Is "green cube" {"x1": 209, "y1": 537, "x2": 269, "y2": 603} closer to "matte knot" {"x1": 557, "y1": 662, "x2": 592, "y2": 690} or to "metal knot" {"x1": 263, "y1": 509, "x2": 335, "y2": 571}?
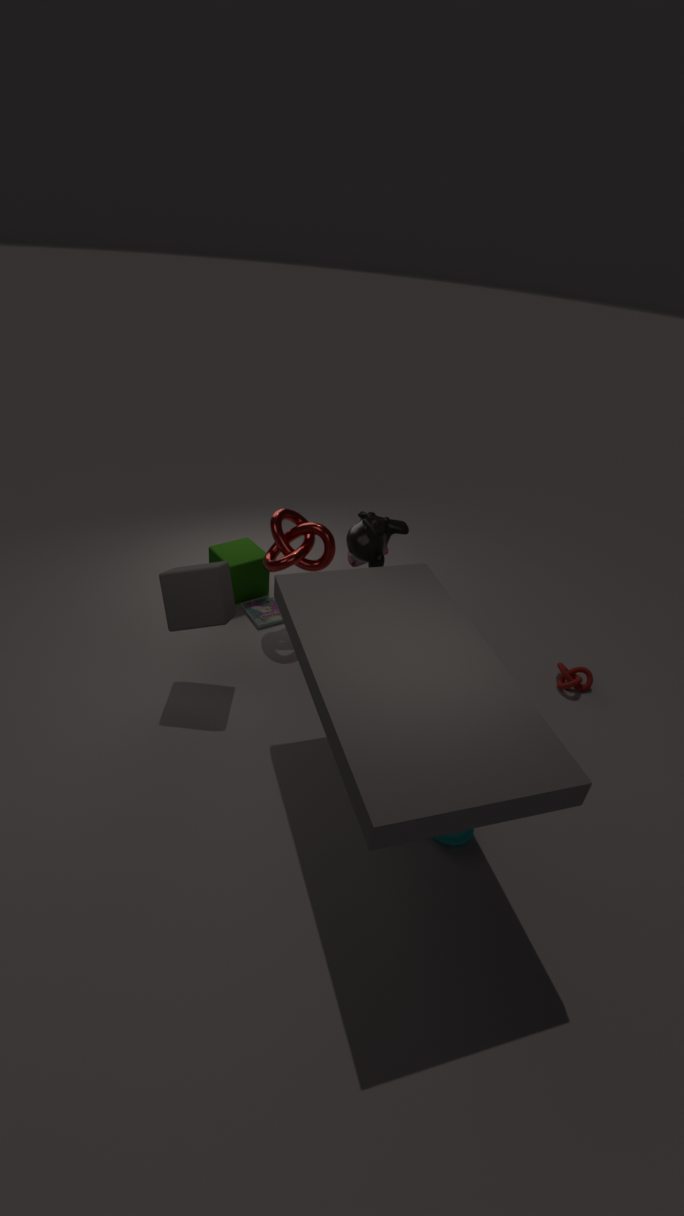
"metal knot" {"x1": 263, "y1": 509, "x2": 335, "y2": 571}
